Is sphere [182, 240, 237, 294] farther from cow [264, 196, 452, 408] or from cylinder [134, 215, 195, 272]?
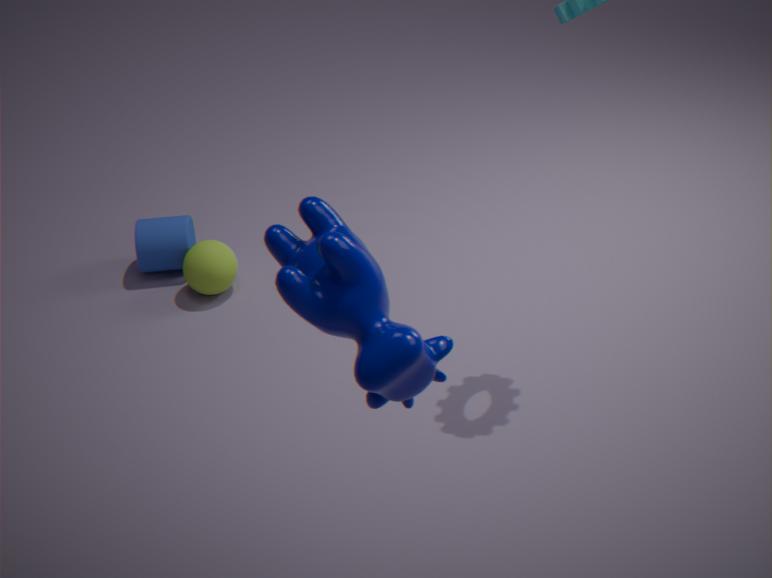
cow [264, 196, 452, 408]
